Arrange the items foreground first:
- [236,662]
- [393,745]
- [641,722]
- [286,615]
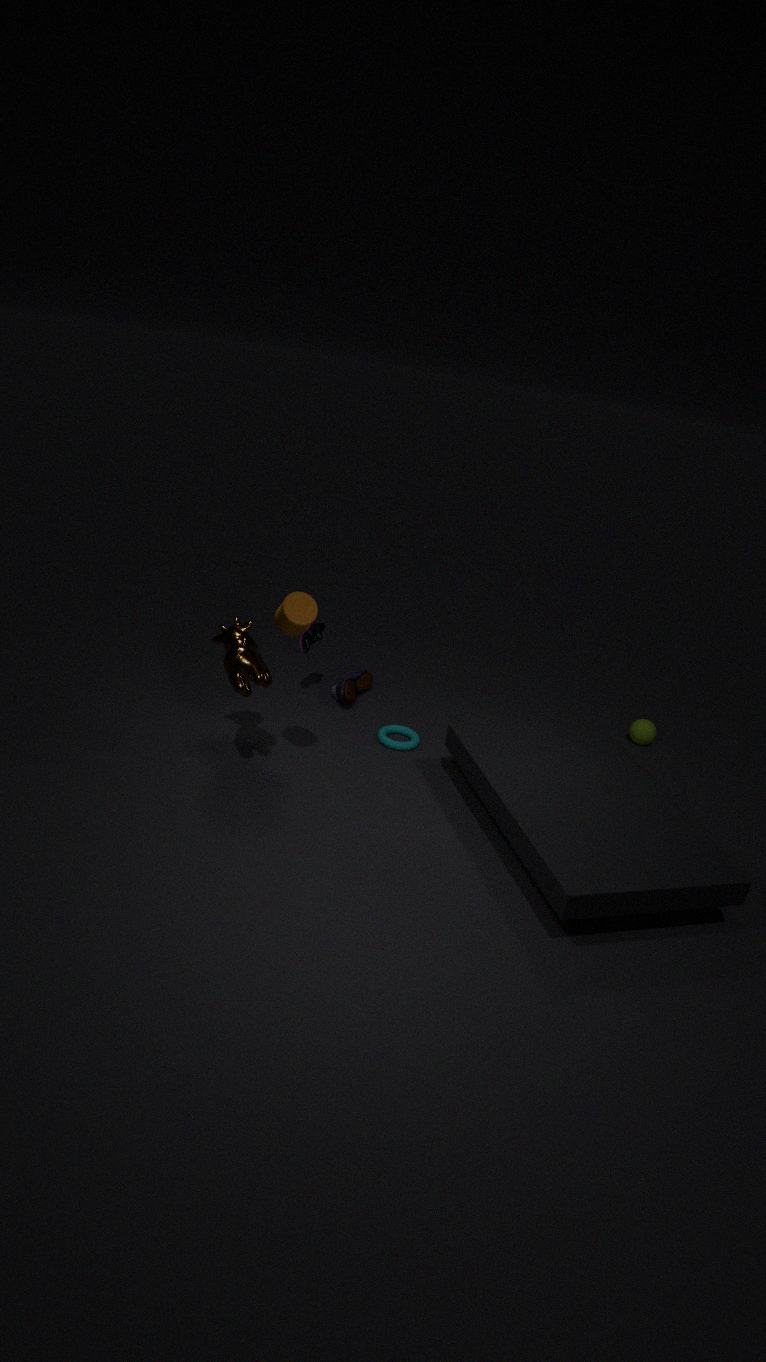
[286,615] < [236,662] < [393,745] < [641,722]
